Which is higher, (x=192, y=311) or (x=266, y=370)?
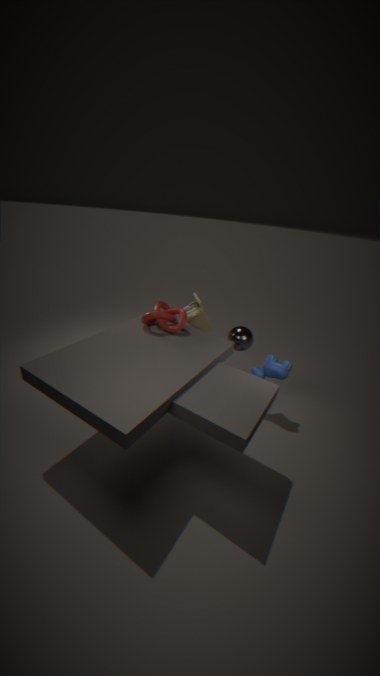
(x=192, y=311)
